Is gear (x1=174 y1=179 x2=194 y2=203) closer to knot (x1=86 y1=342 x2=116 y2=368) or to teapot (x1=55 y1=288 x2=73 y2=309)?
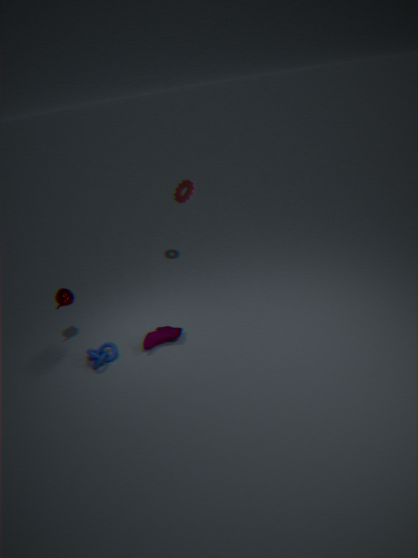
teapot (x1=55 y1=288 x2=73 y2=309)
